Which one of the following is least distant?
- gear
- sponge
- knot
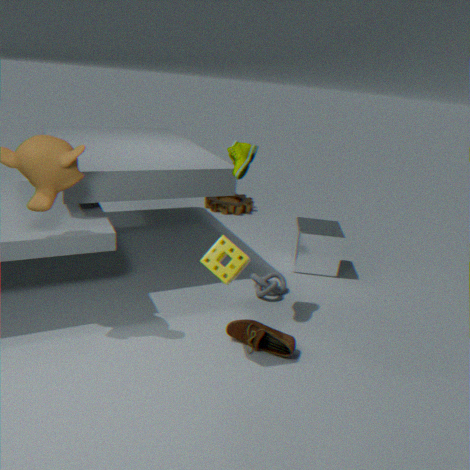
sponge
